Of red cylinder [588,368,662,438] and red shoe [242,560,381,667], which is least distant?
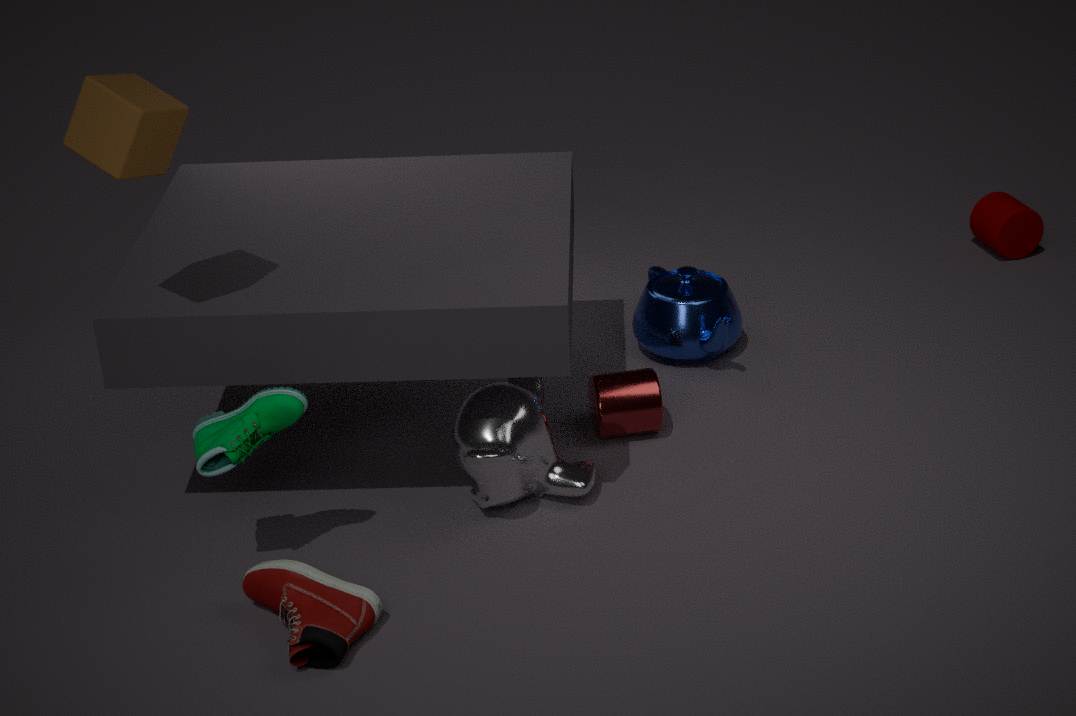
red shoe [242,560,381,667]
